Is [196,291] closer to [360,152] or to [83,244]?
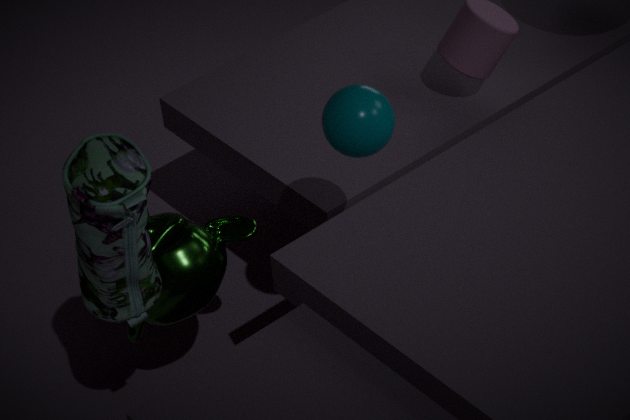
[83,244]
